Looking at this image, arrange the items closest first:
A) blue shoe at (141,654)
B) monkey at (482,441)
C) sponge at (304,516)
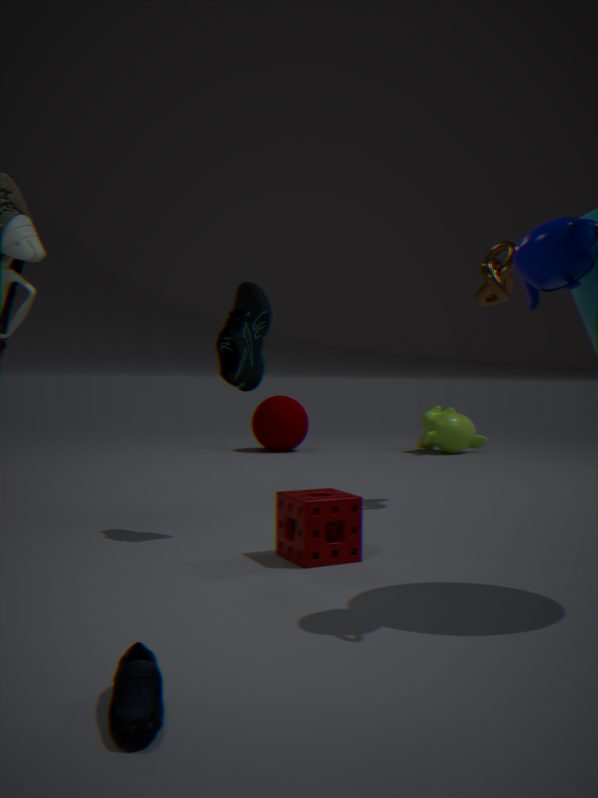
blue shoe at (141,654), sponge at (304,516), monkey at (482,441)
